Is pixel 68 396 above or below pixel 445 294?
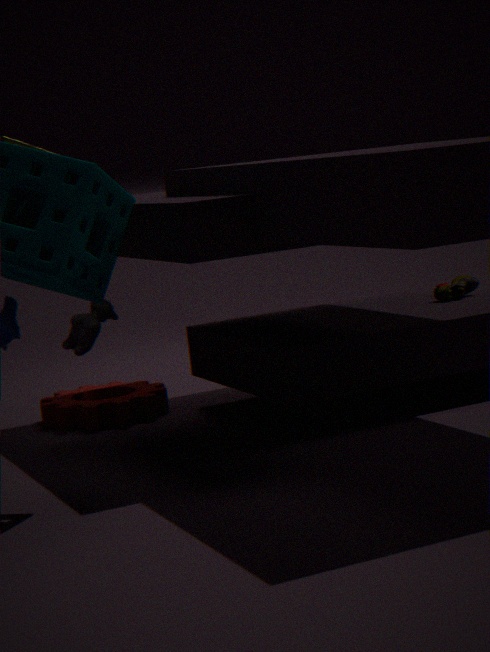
below
